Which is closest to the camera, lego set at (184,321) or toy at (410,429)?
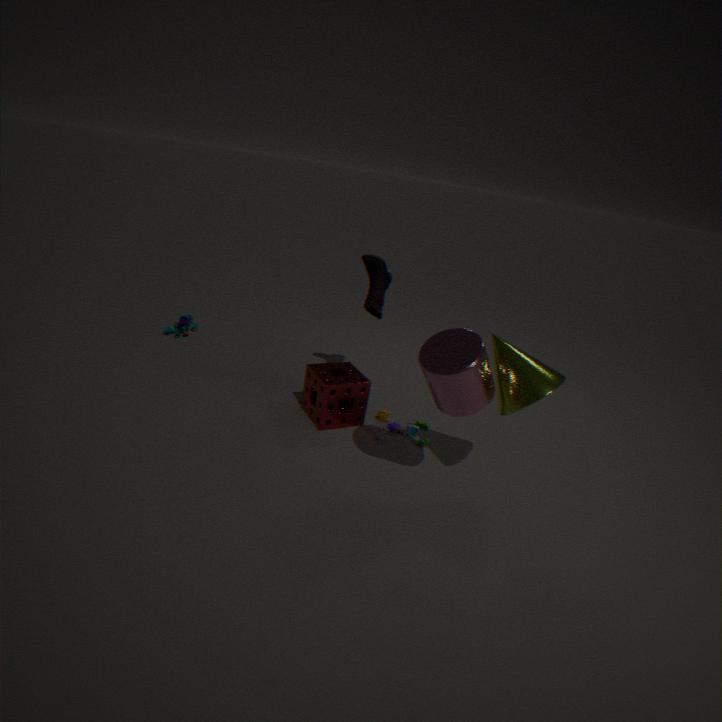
toy at (410,429)
